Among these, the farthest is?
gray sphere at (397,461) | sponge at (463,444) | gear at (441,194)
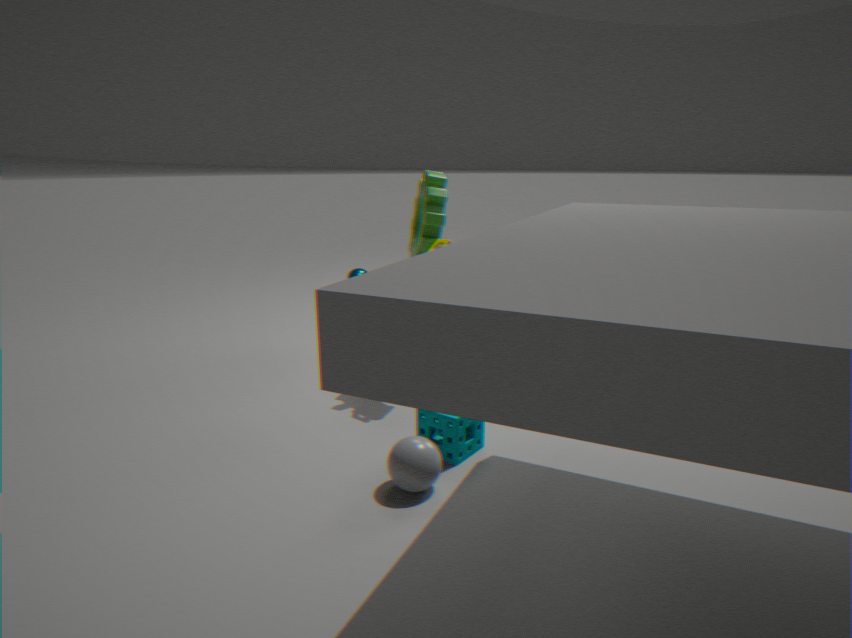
gear at (441,194)
